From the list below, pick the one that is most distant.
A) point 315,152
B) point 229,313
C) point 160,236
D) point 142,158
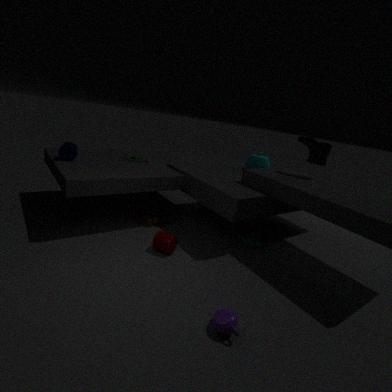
point 142,158
